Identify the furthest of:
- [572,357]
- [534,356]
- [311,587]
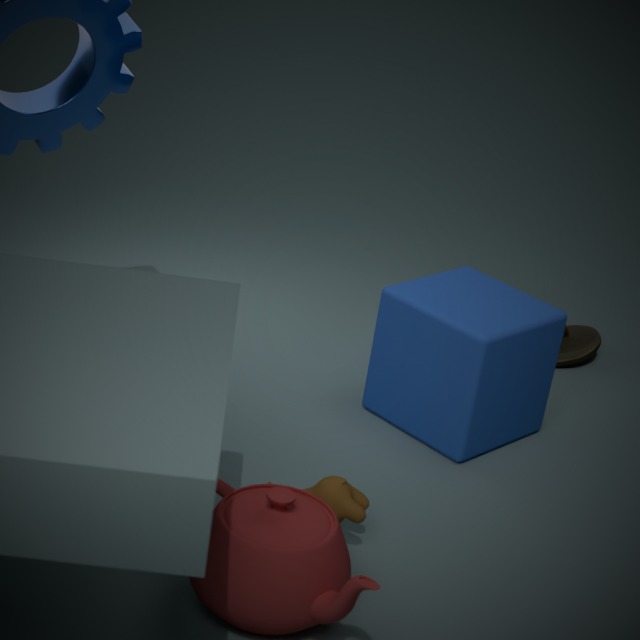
[572,357]
